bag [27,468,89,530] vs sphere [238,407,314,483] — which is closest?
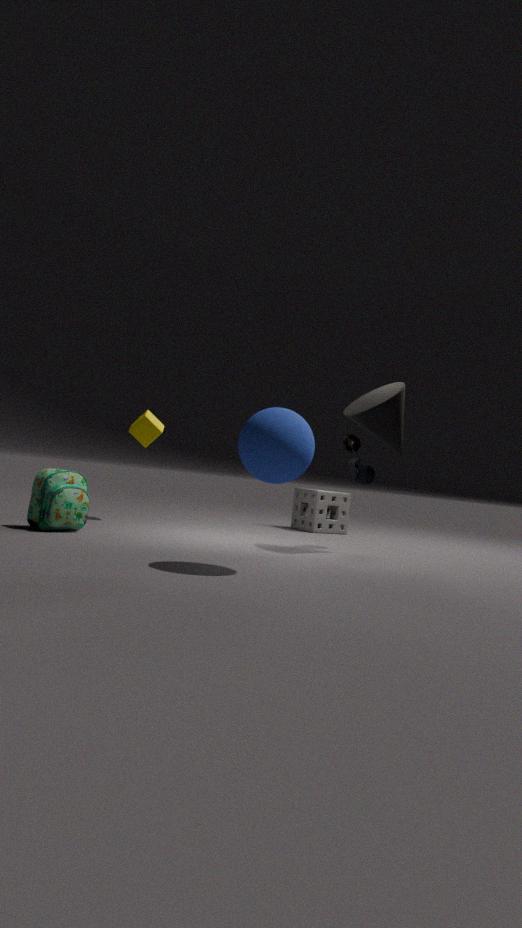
sphere [238,407,314,483]
